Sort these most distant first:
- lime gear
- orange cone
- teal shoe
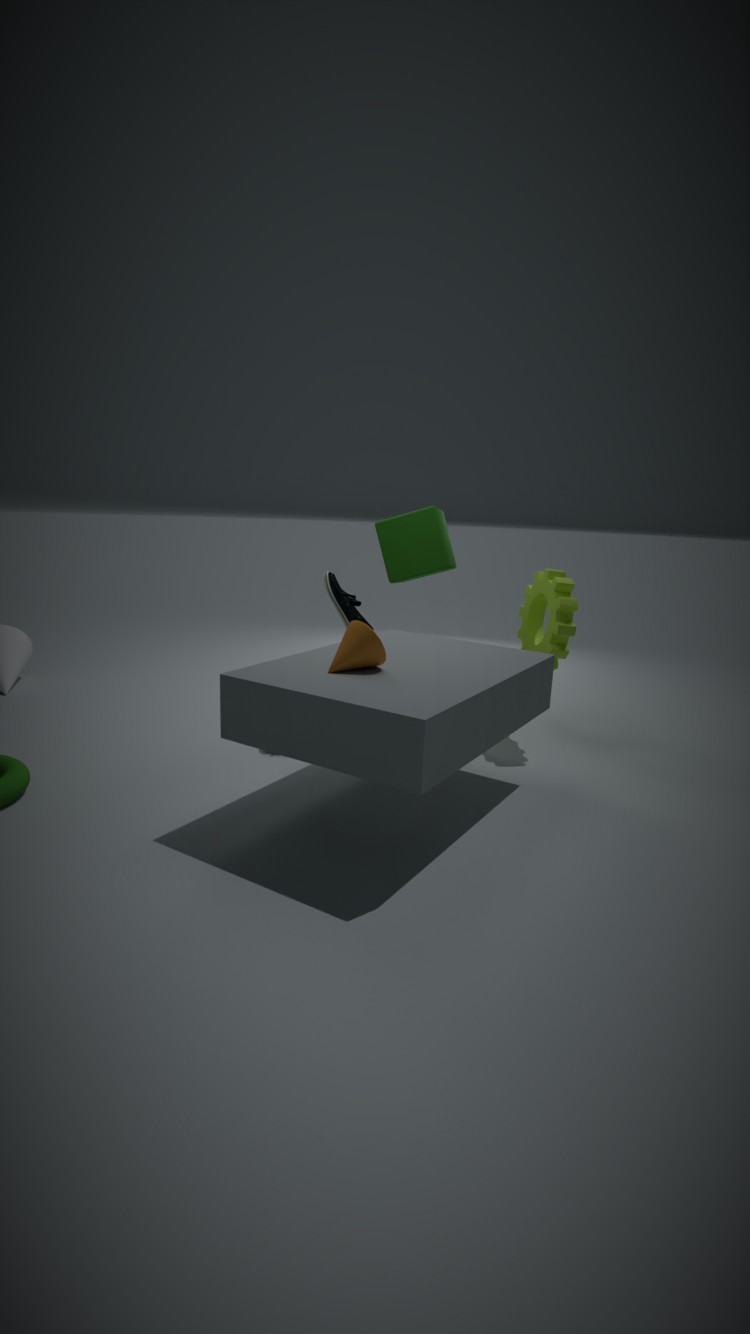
teal shoe, lime gear, orange cone
